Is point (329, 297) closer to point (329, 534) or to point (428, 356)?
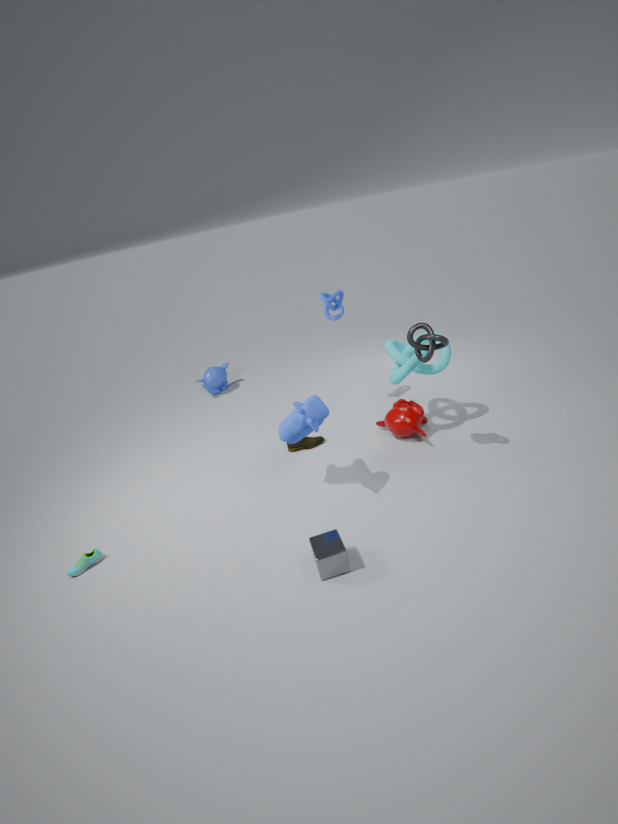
point (428, 356)
